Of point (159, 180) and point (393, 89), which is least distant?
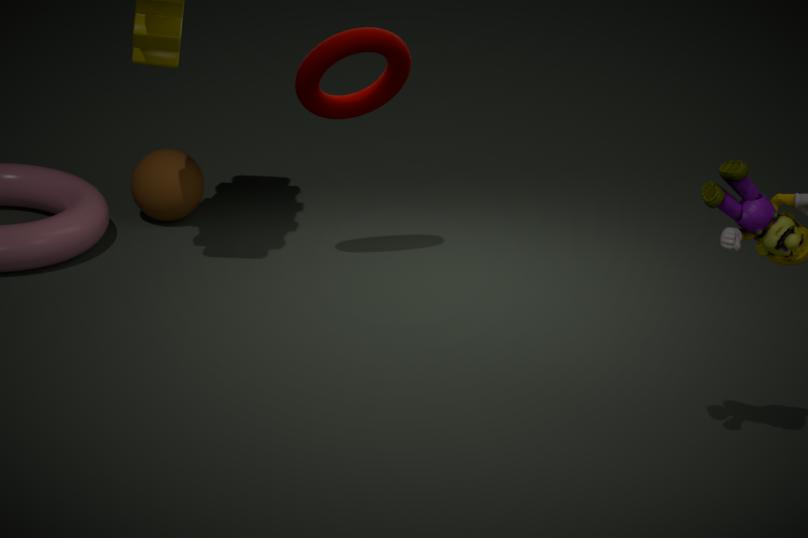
point (393, 89)
